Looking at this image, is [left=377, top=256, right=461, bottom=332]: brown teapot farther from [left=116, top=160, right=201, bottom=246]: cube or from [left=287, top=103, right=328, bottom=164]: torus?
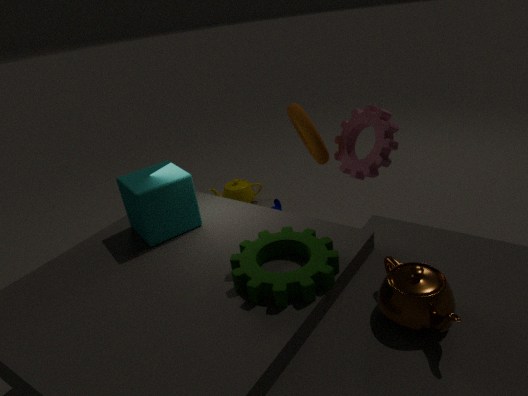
[left=287, top=103, right=328, bottom=164]: torus
